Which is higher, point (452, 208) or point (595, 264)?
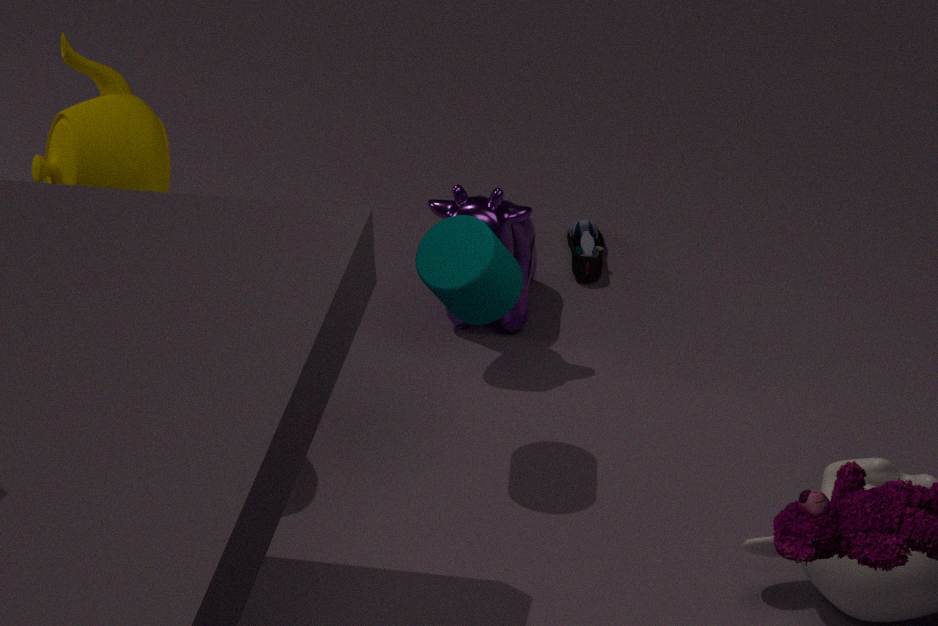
point (452, 208)
